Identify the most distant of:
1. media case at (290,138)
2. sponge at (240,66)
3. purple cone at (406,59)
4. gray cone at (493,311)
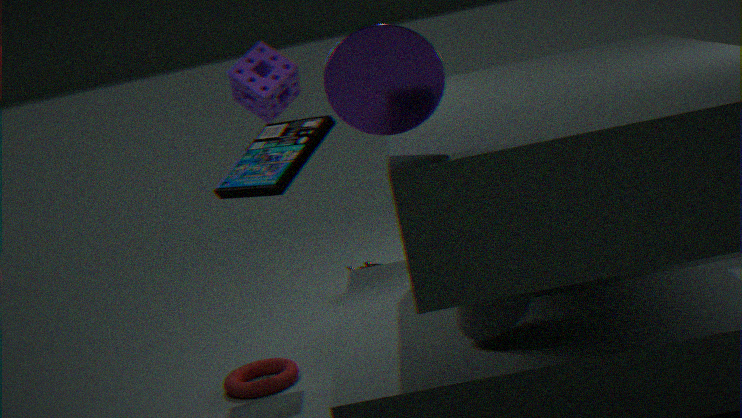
sponge at (240,66)
